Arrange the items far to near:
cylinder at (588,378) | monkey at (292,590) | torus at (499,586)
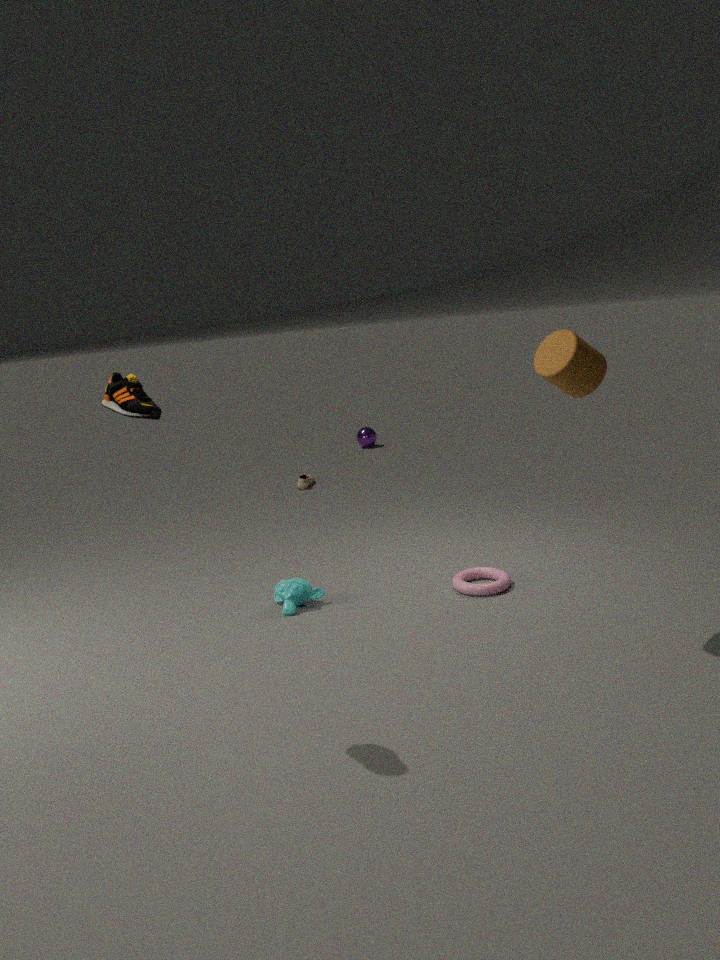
1. monkey at (292,590)
2. torus at (499,586)
3. cylinder at (588,378)
